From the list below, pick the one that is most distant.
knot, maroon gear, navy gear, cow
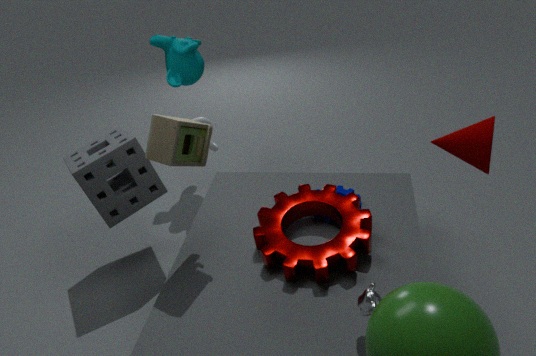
knot
